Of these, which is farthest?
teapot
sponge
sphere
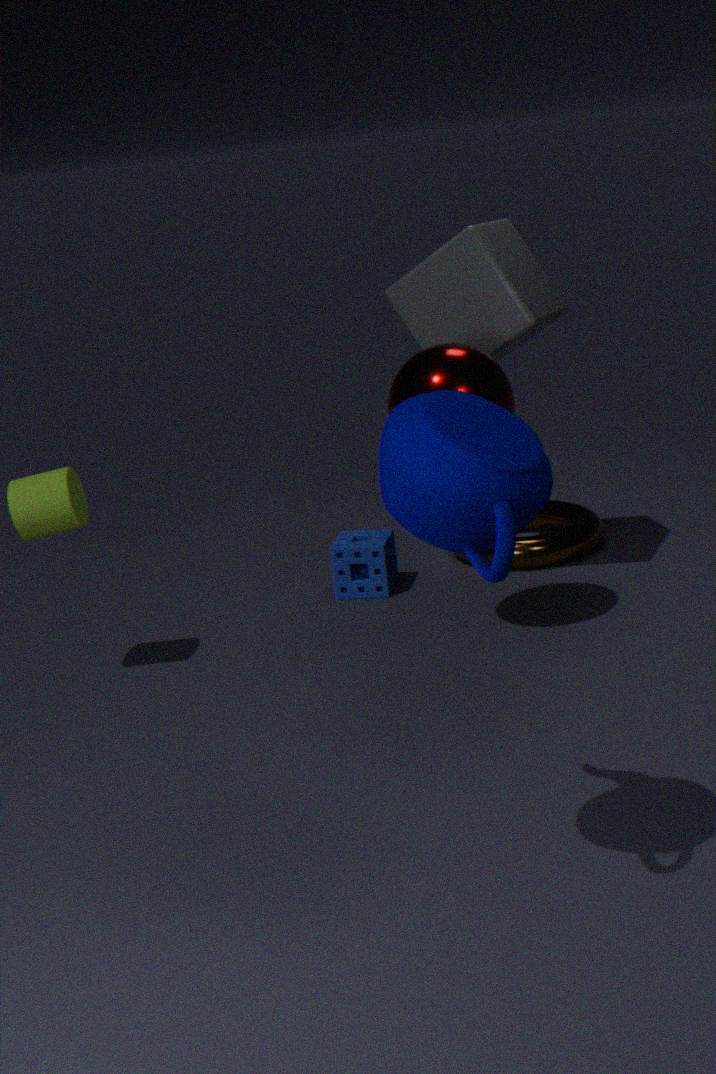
sponge
